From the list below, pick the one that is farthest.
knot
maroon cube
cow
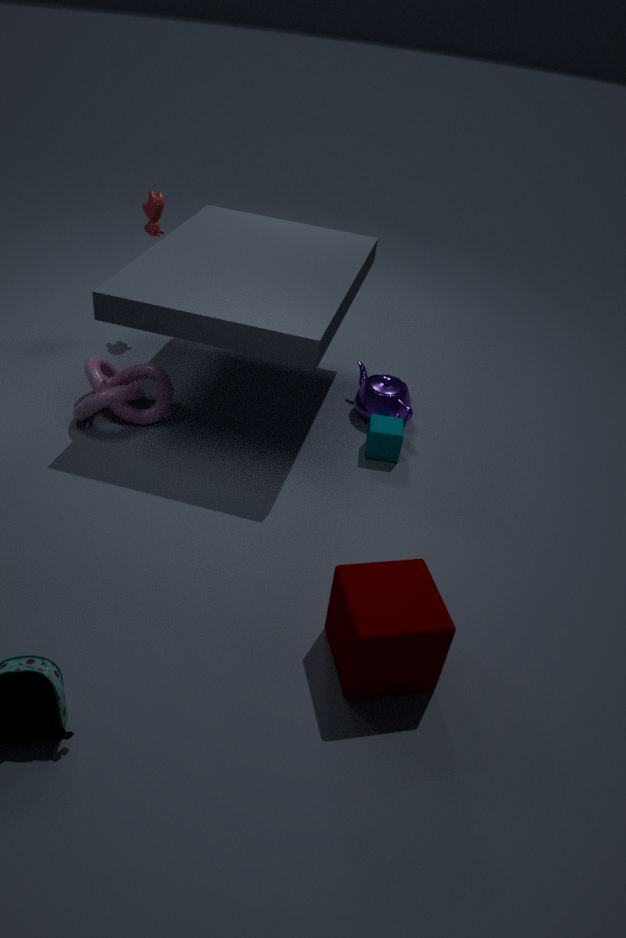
cow
